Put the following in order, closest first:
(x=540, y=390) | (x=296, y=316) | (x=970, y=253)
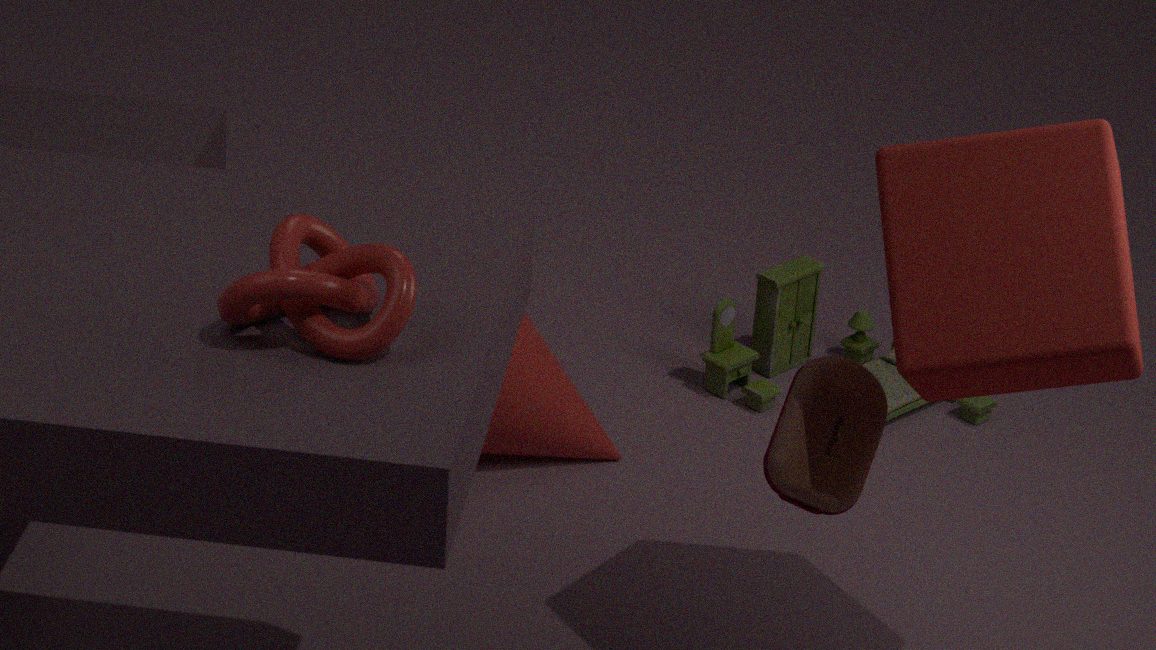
(x=296, y=316)
(x=970, y=253)
(x=540, y=390)
